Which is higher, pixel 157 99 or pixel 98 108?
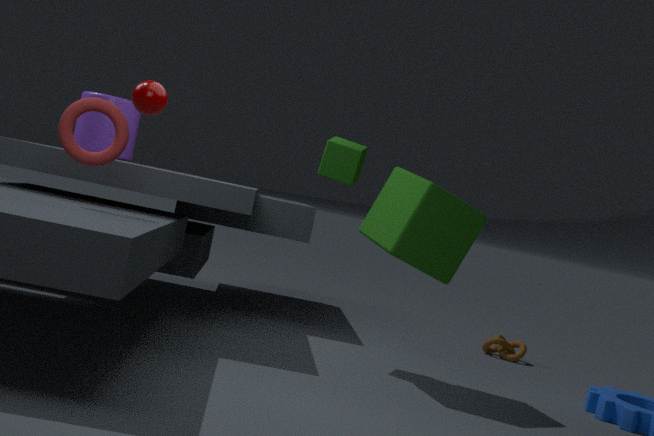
pixel 157 99
